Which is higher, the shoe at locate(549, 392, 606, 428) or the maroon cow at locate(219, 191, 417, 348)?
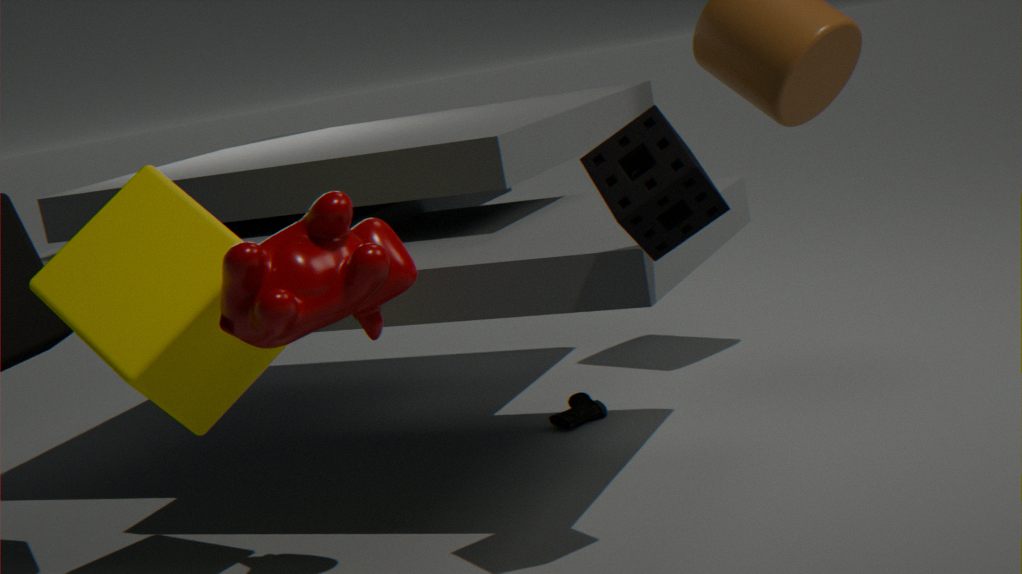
the maroon cow at locate(219, 191, 417, 348)
